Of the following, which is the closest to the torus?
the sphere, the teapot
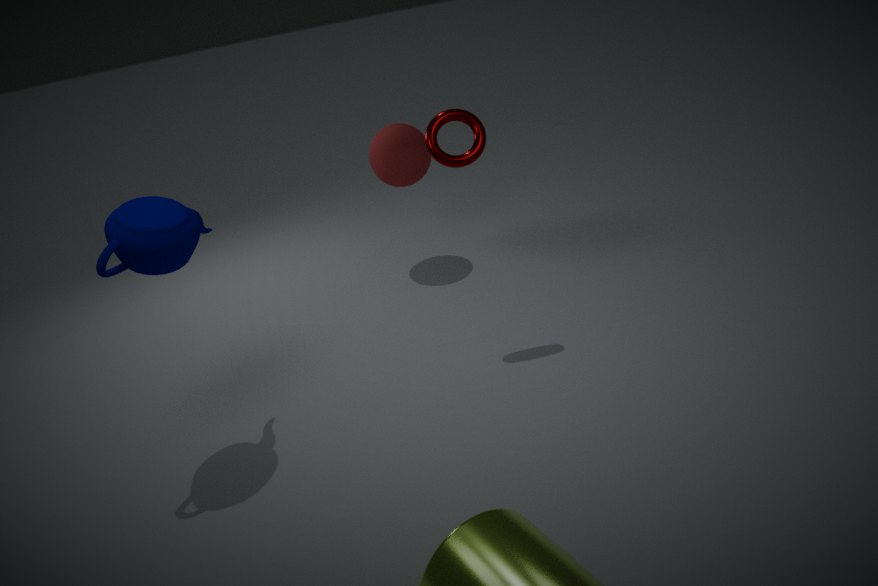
the sphere
